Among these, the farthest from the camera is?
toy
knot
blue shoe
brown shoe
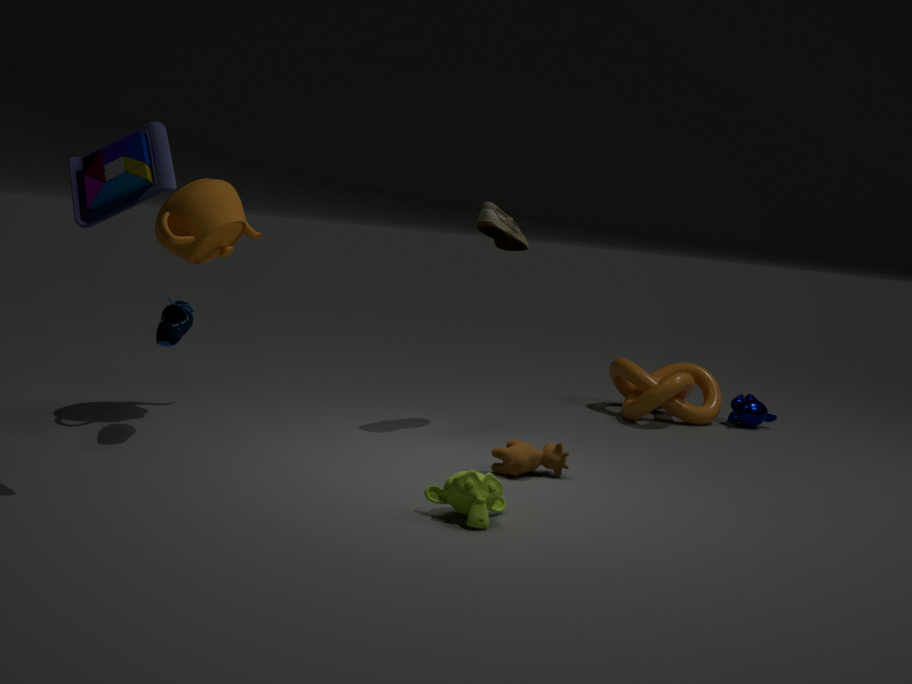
knot
